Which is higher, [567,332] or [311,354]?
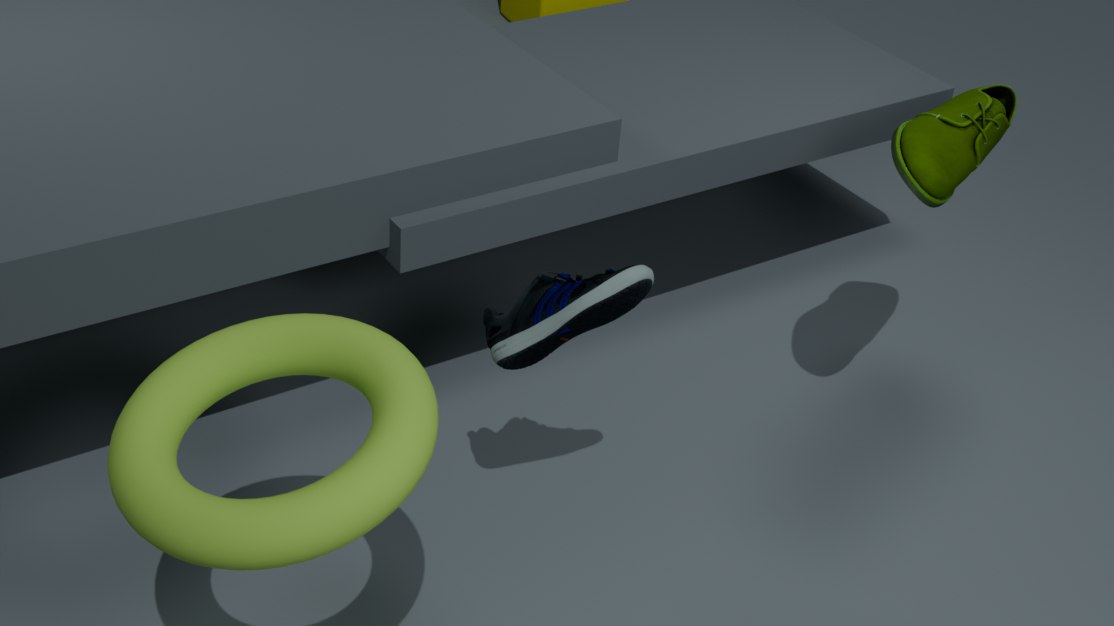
[311,354]
